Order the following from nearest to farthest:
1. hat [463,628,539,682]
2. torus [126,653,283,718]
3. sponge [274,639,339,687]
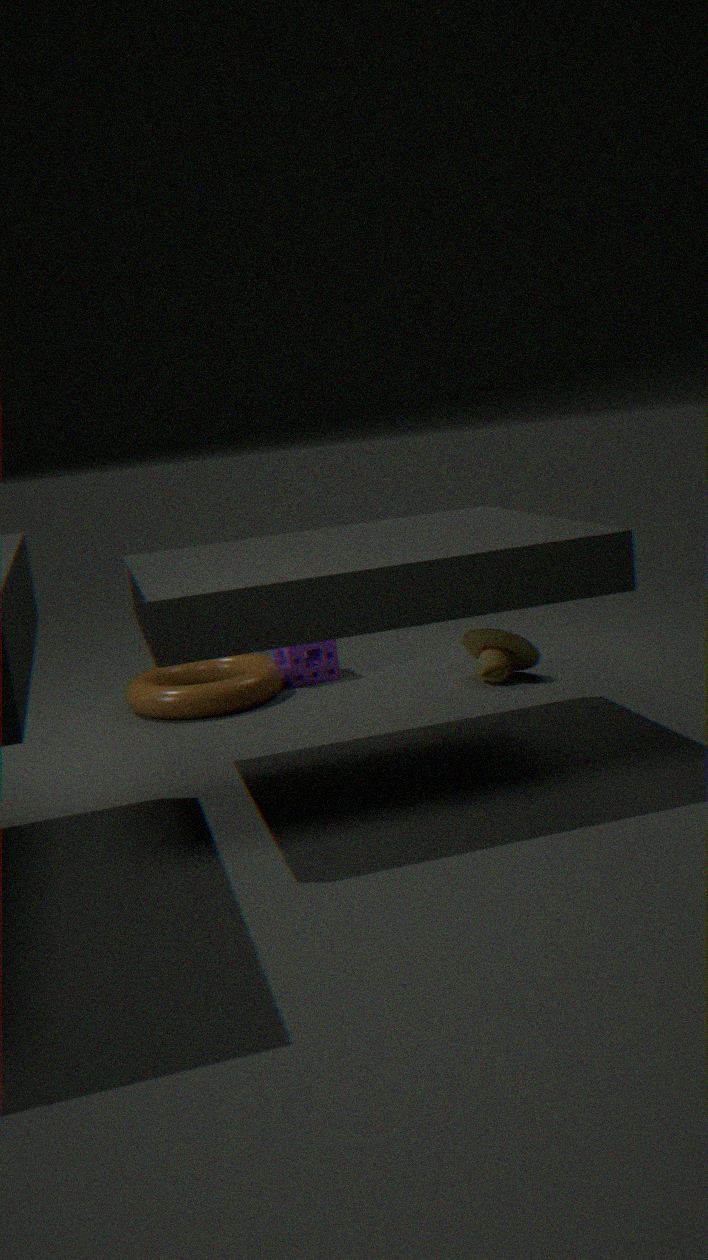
torus [126,653,283,718] < hat [463,628,539,682] < sponge [274,639,339,687]
